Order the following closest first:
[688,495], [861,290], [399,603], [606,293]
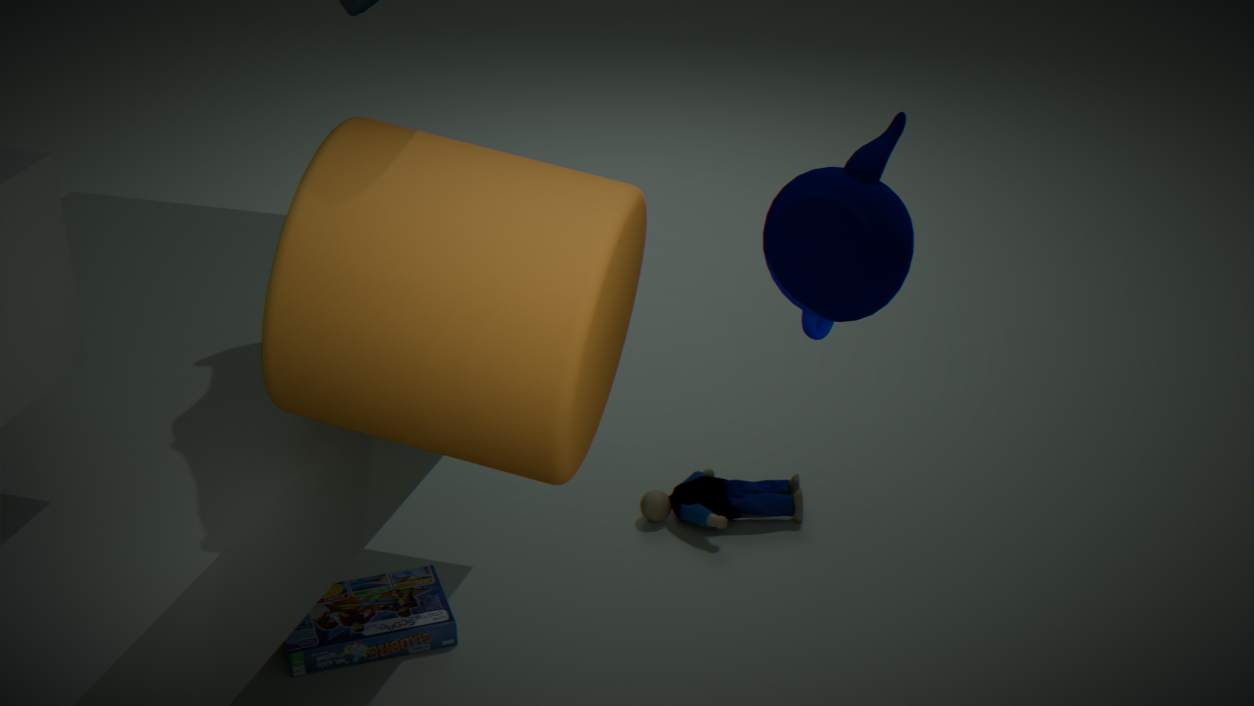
[861,290] → [606,293] → [399,603] → [688,495]
